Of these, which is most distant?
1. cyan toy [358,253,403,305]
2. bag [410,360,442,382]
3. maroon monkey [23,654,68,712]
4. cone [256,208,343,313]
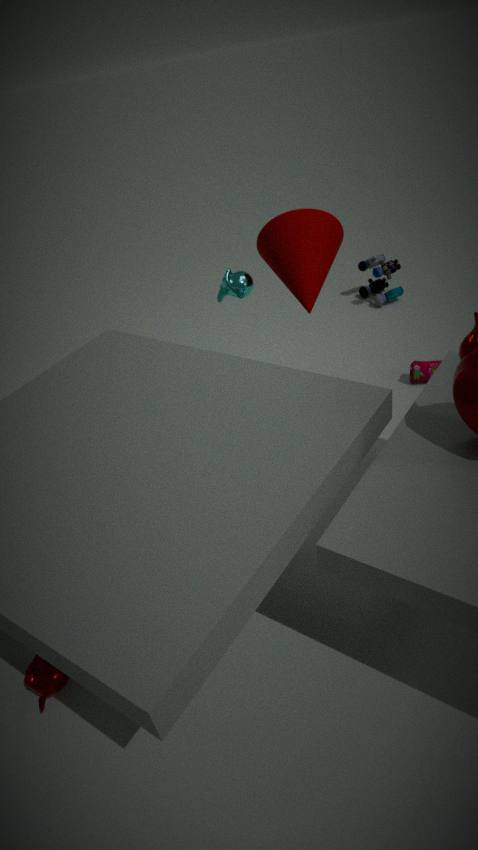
cyan toy [358,253,403,305]
